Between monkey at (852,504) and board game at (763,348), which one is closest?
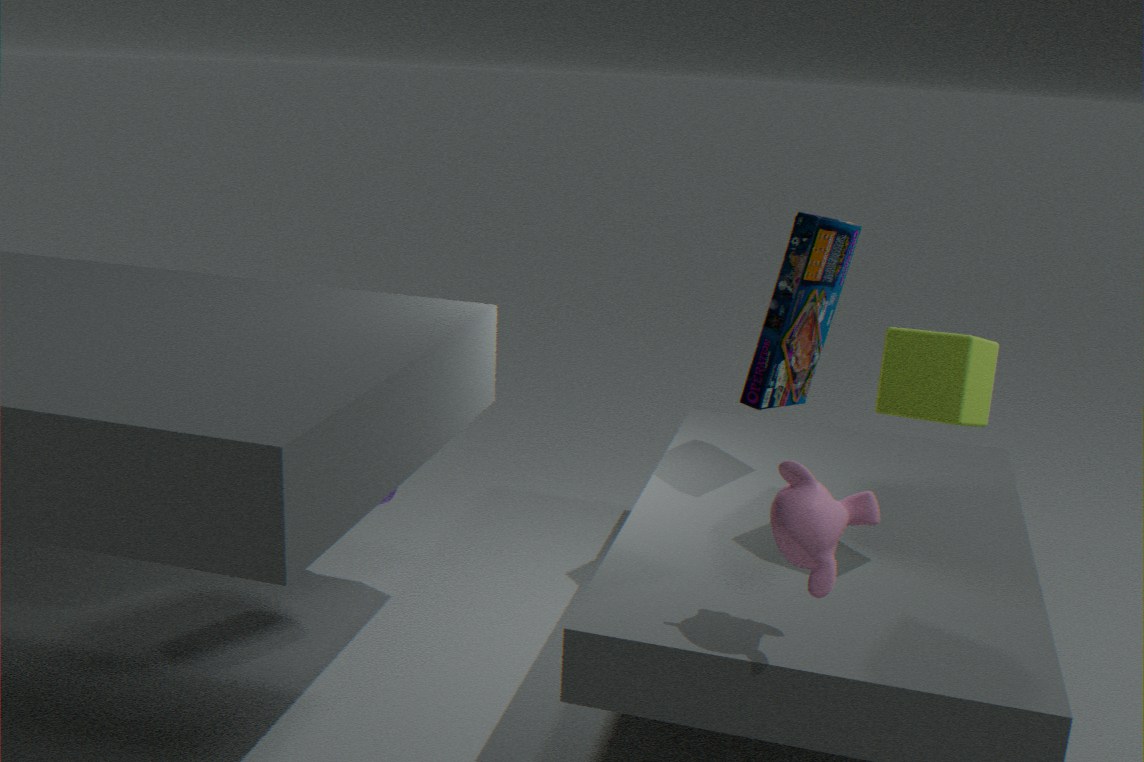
monkey at (852,504)
